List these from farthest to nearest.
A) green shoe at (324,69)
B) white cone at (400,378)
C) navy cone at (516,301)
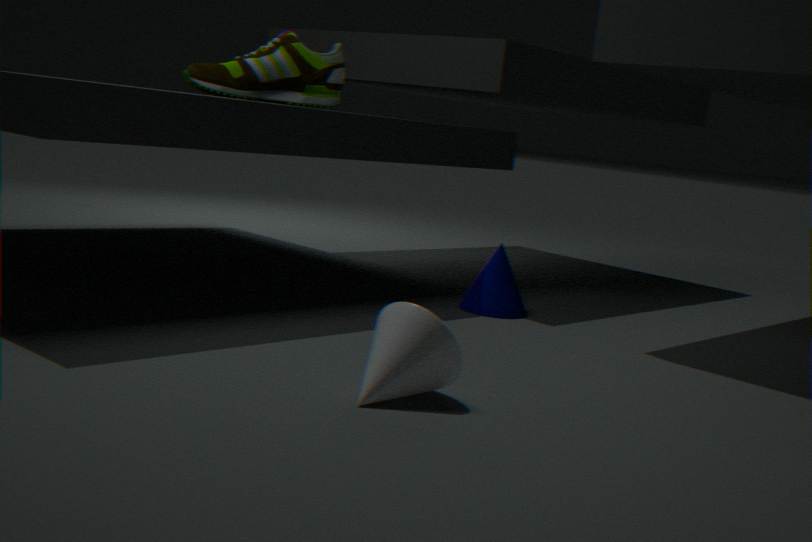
A. green shoe at (324,69) → C. navy cone at (516,301) → B. white cone at (400,378)
